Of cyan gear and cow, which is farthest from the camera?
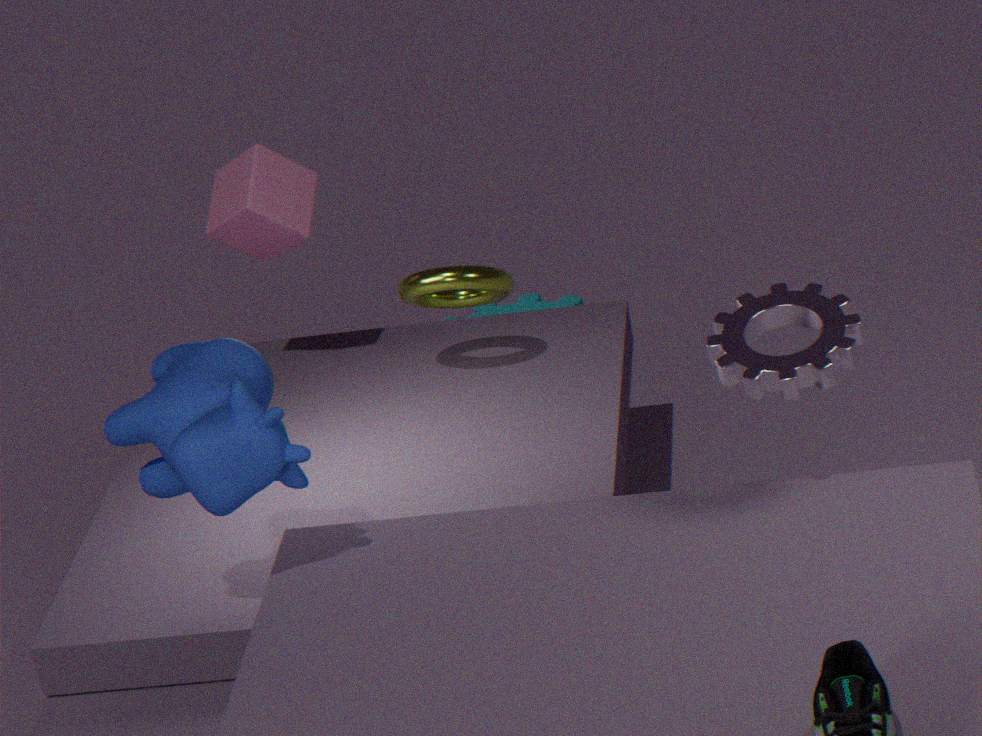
cyan gear
